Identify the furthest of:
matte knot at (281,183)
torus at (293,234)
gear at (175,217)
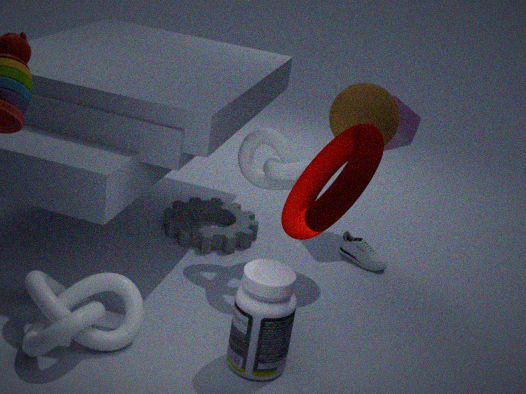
gear at (175,217)
